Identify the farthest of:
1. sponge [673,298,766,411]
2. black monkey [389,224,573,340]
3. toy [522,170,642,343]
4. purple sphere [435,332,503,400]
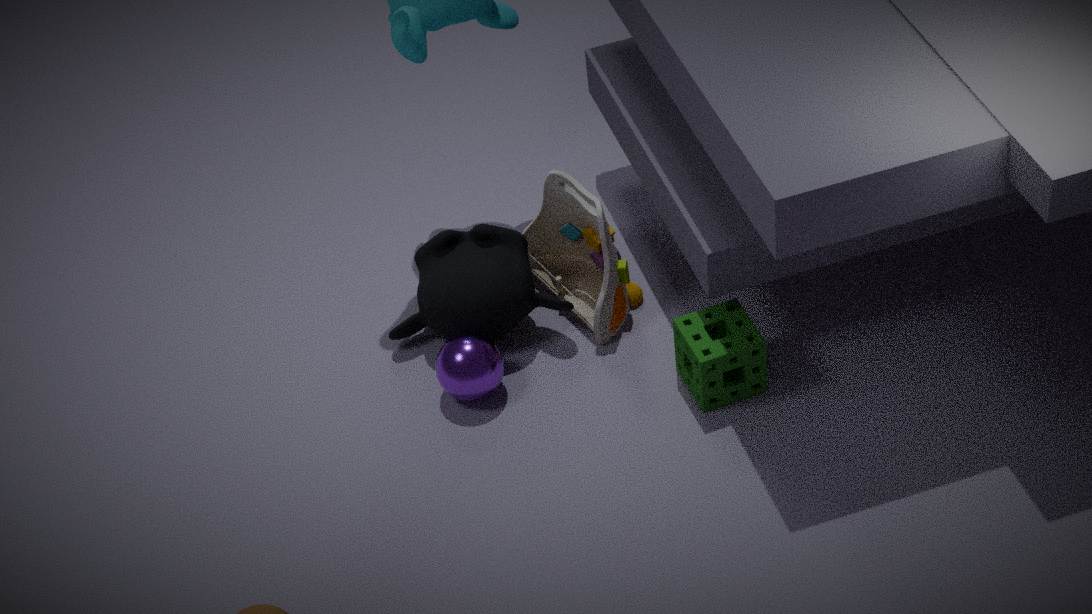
toy [522,170,642,343]
